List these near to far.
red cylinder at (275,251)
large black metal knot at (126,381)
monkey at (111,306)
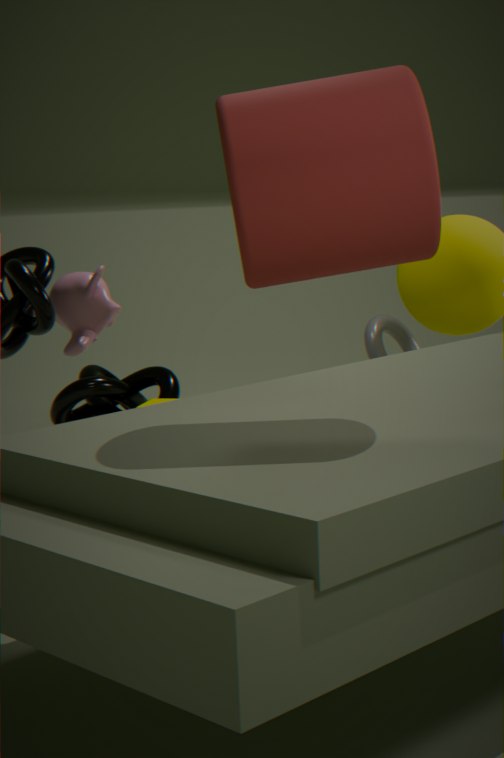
red cylinder at (275,251), monkey at (111,306), large black metal knot at (126,381)
